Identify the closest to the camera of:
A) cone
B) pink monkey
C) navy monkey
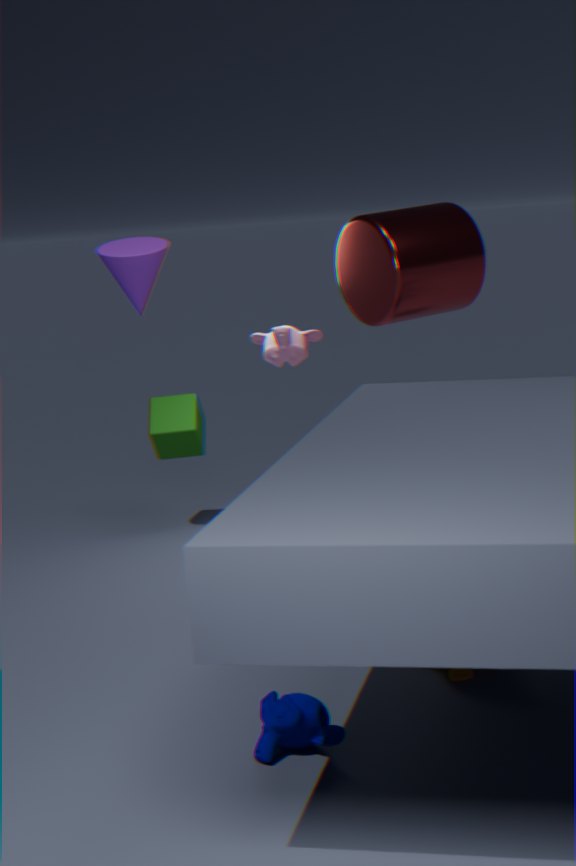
navy monkey
